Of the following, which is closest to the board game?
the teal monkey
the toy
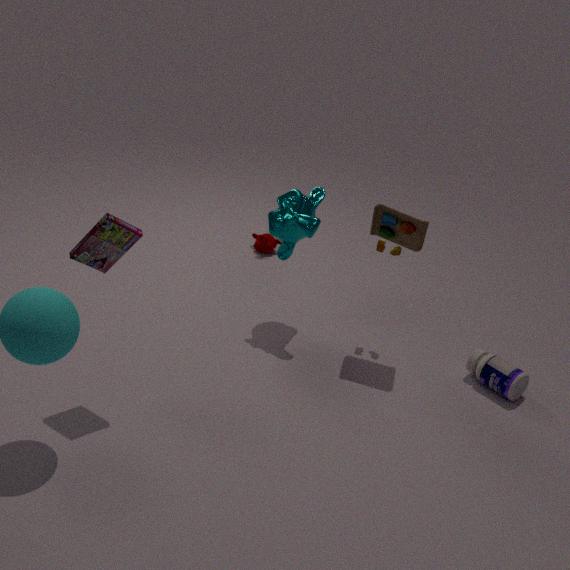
the teal monkey
